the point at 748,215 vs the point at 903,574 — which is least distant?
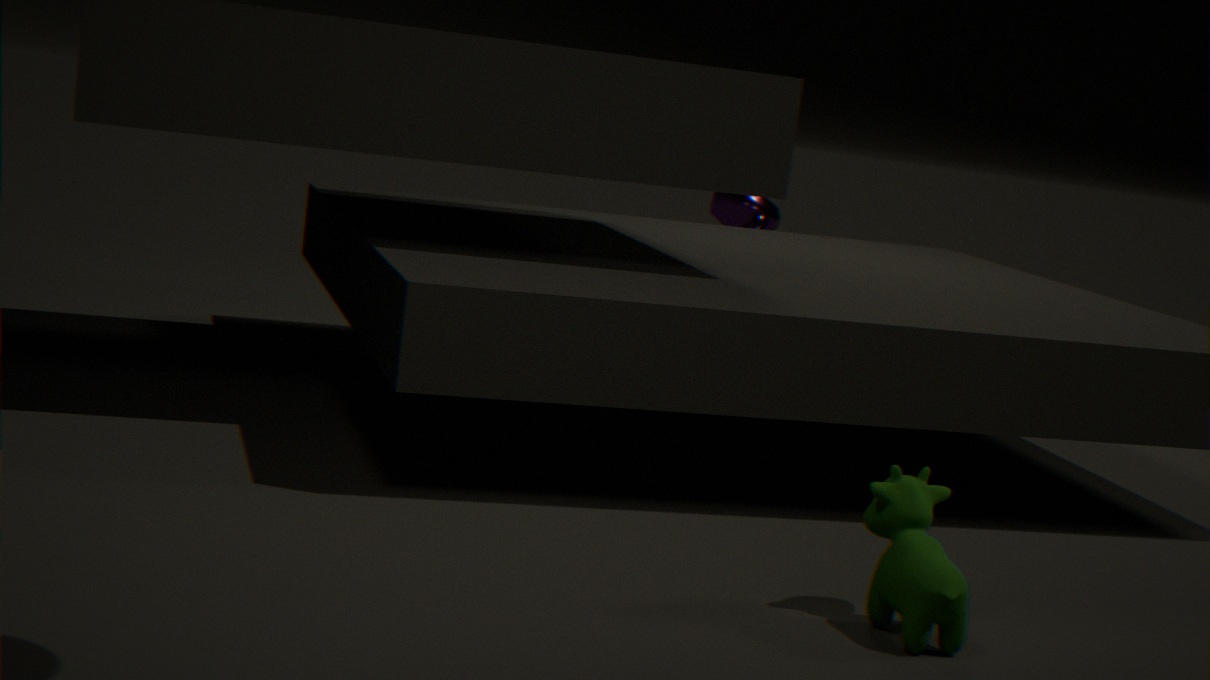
the point at 903,574
